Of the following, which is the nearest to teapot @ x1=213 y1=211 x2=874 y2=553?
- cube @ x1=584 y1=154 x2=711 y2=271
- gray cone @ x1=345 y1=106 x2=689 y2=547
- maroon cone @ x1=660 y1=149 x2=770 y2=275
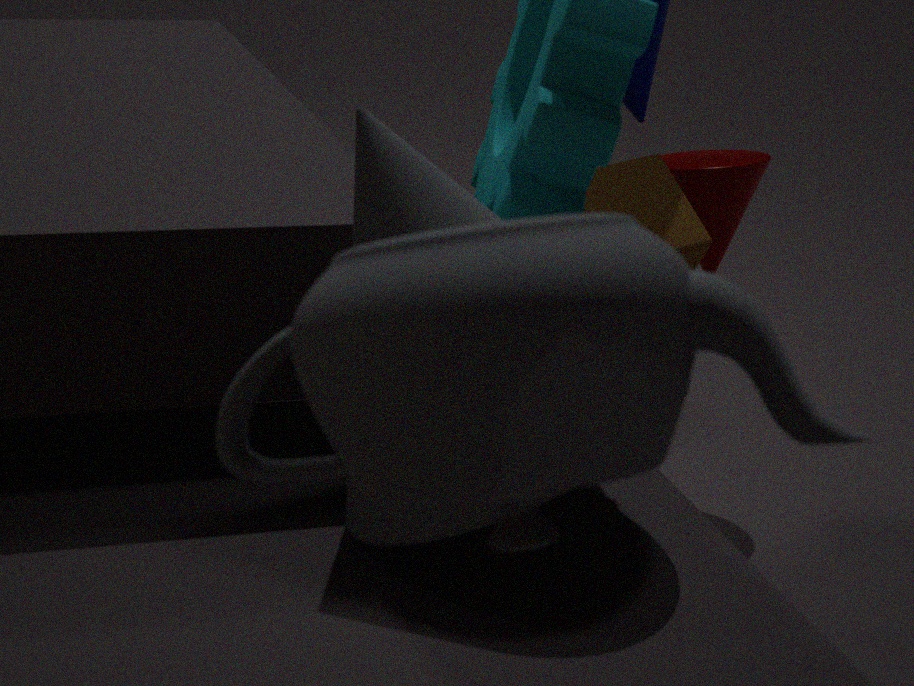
gray cone @ x1=345 y1=106 x2=689 y2=547
